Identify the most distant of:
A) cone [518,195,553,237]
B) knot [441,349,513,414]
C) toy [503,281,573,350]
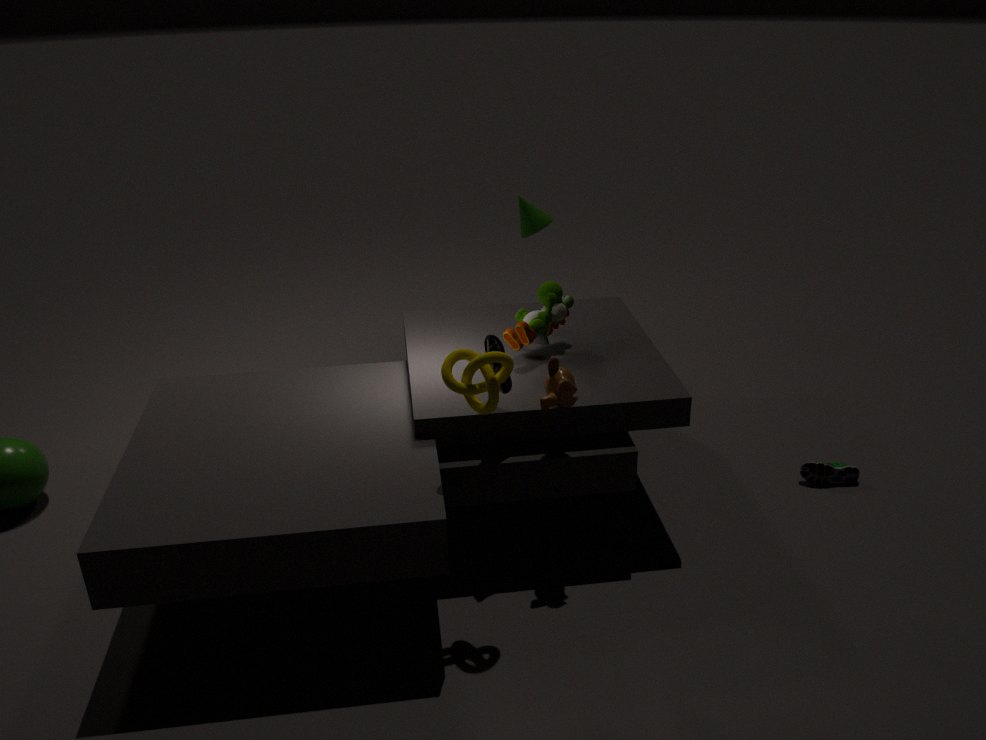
cone [518,195,553,237]
